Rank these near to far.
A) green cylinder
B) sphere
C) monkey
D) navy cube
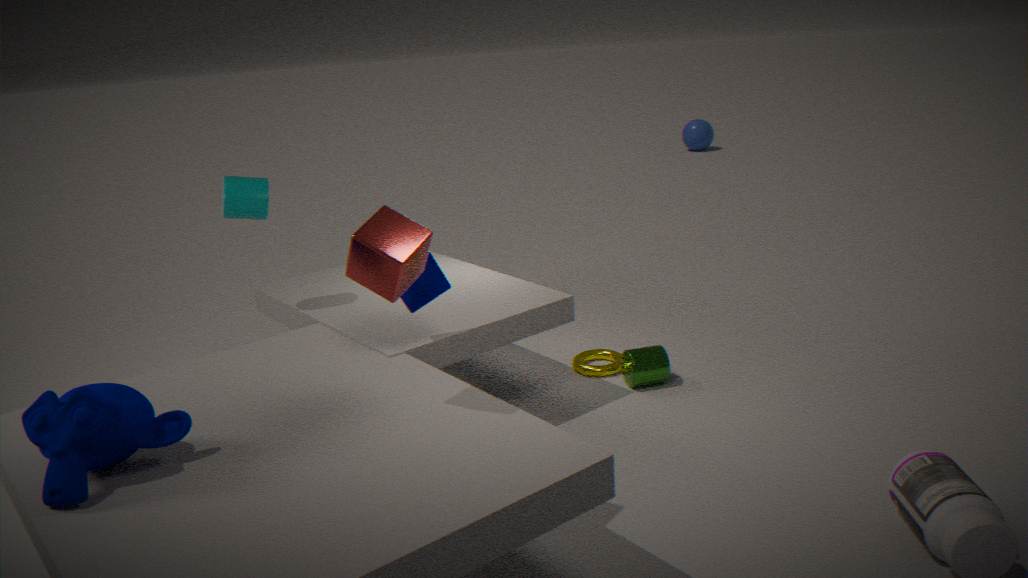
monkey → navy cube → green cylinder → sphere
